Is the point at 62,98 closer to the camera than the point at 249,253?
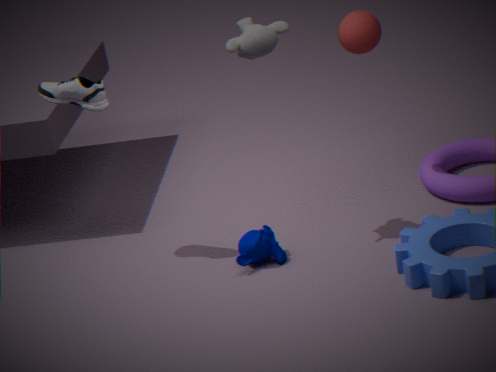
Yes
